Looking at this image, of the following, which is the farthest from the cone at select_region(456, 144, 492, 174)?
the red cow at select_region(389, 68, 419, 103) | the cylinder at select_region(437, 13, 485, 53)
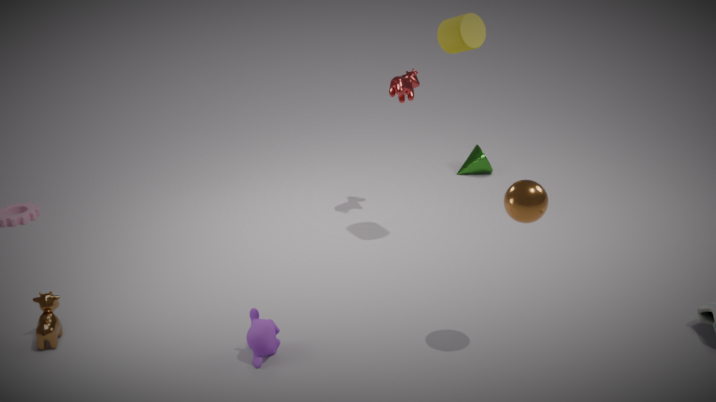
the cylinder at select_region(437, 13, 485, 53)
